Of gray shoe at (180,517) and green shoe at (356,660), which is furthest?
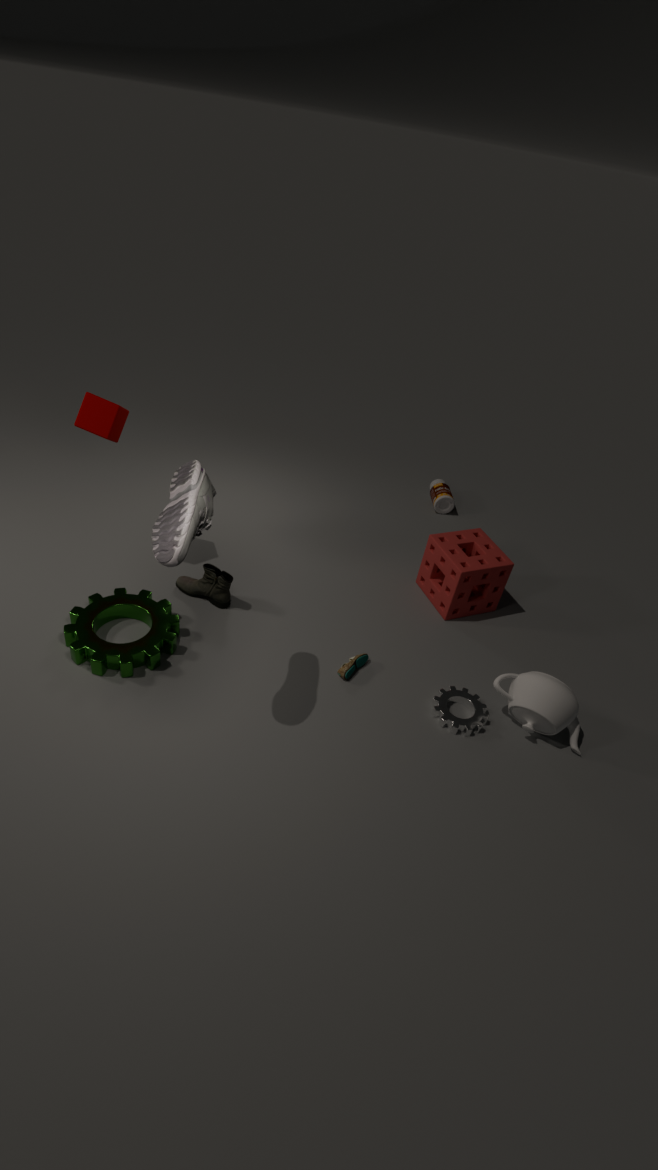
green shoe at (356,660)
